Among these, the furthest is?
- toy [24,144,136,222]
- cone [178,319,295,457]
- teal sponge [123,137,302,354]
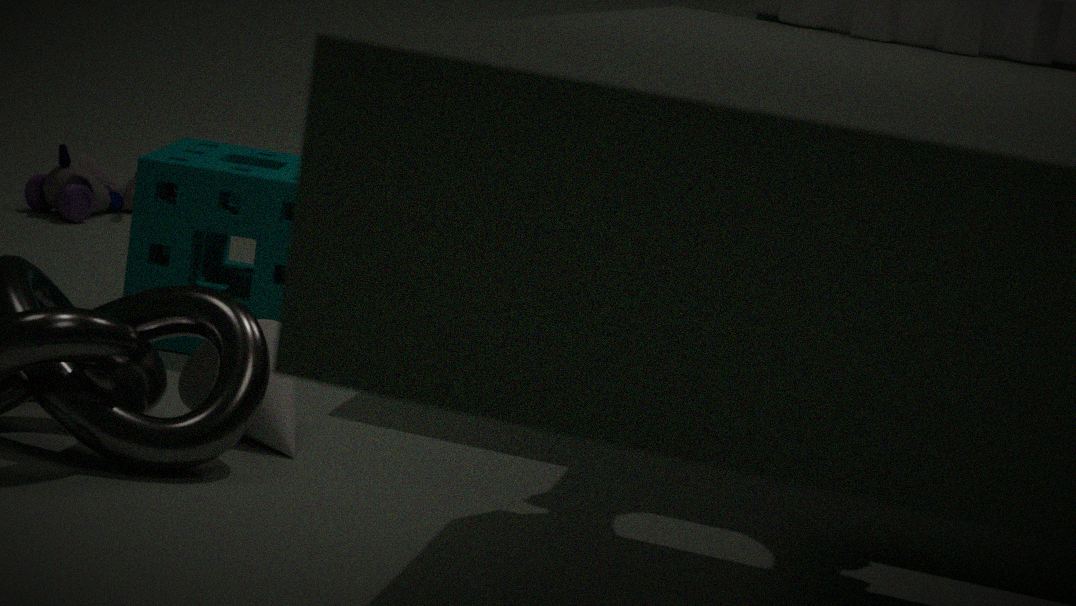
toy [24,144,136,222]
